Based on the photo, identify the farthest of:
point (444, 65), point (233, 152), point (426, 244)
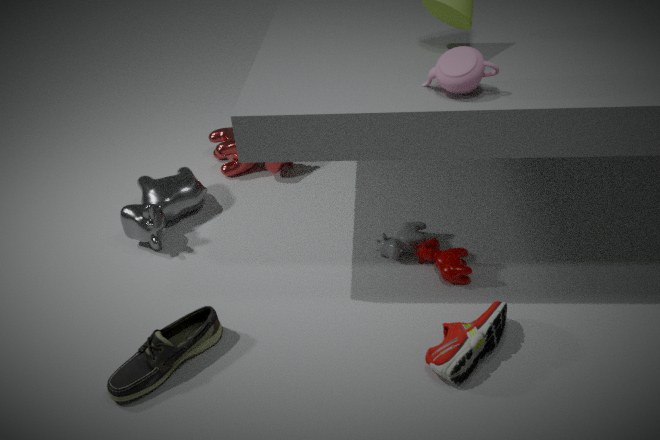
point (233, 152)
